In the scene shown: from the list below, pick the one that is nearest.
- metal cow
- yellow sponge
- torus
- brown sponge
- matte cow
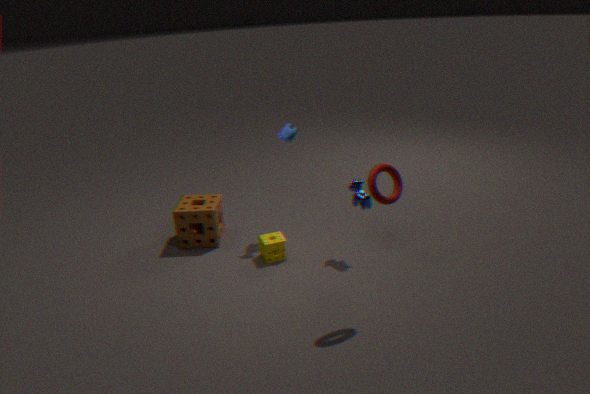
torus
